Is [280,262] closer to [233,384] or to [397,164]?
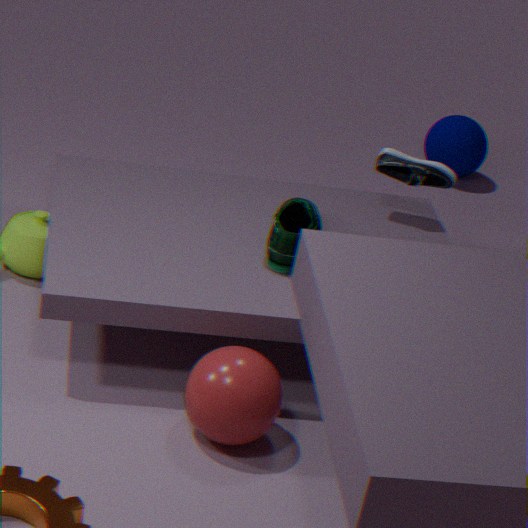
[397,164]
